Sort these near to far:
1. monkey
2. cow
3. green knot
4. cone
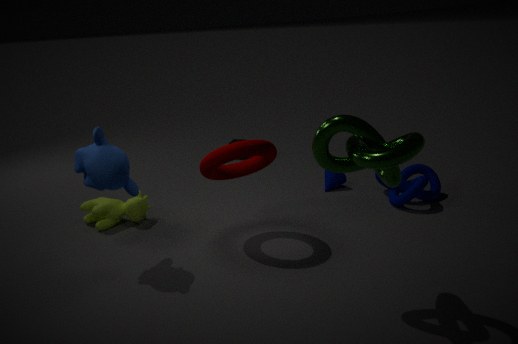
green knot < monkey < cow < cone
